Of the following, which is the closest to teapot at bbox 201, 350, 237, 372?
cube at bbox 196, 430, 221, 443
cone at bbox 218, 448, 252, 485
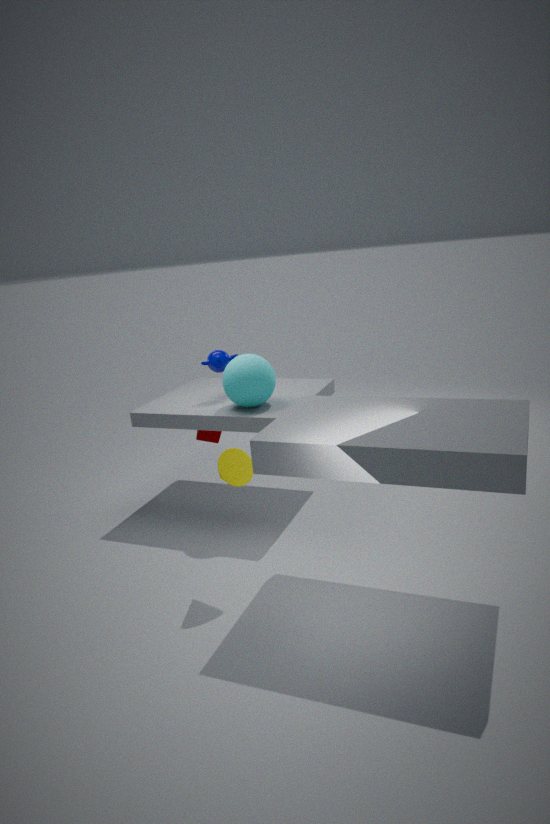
cube at bbox 196, 430, 221, 443
